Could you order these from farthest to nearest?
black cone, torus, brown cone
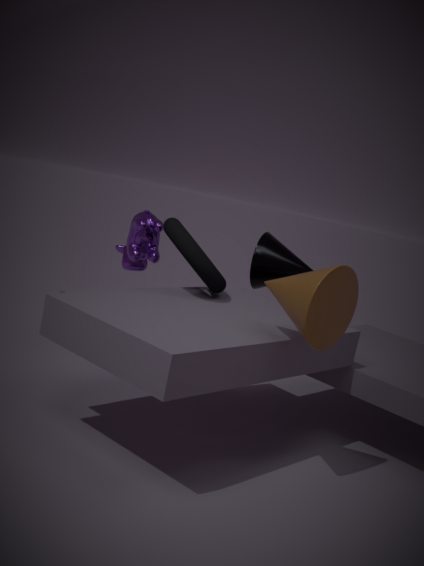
black cone < torus < brown cone
